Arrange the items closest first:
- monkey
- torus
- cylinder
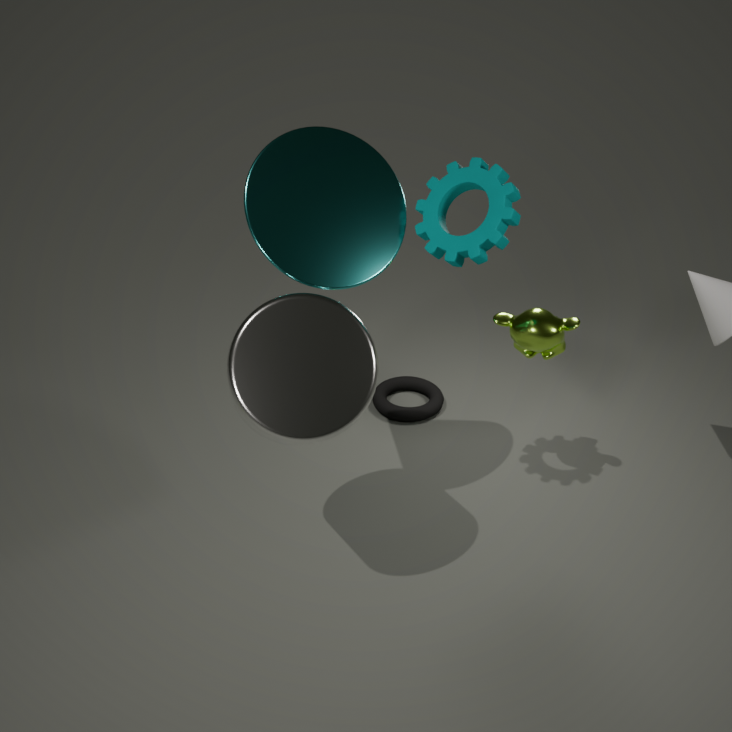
1. cylinder
2. monkey
3. torus
